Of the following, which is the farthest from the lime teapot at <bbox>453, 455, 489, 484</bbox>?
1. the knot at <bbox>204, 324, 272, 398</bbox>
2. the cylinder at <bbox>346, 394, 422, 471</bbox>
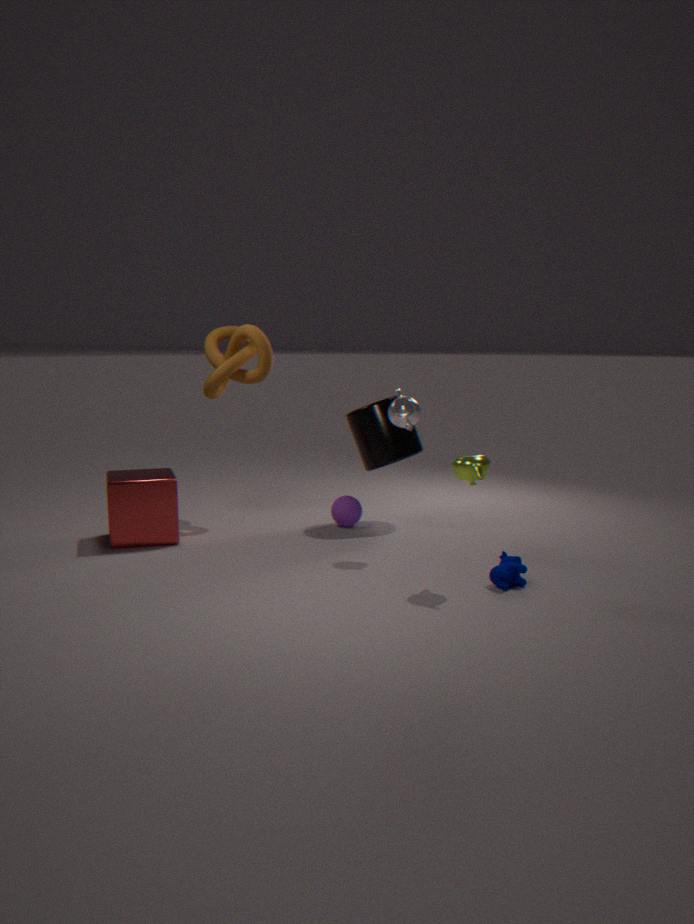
the knot at <bbox>204, 324, 272, 398</bbox>
